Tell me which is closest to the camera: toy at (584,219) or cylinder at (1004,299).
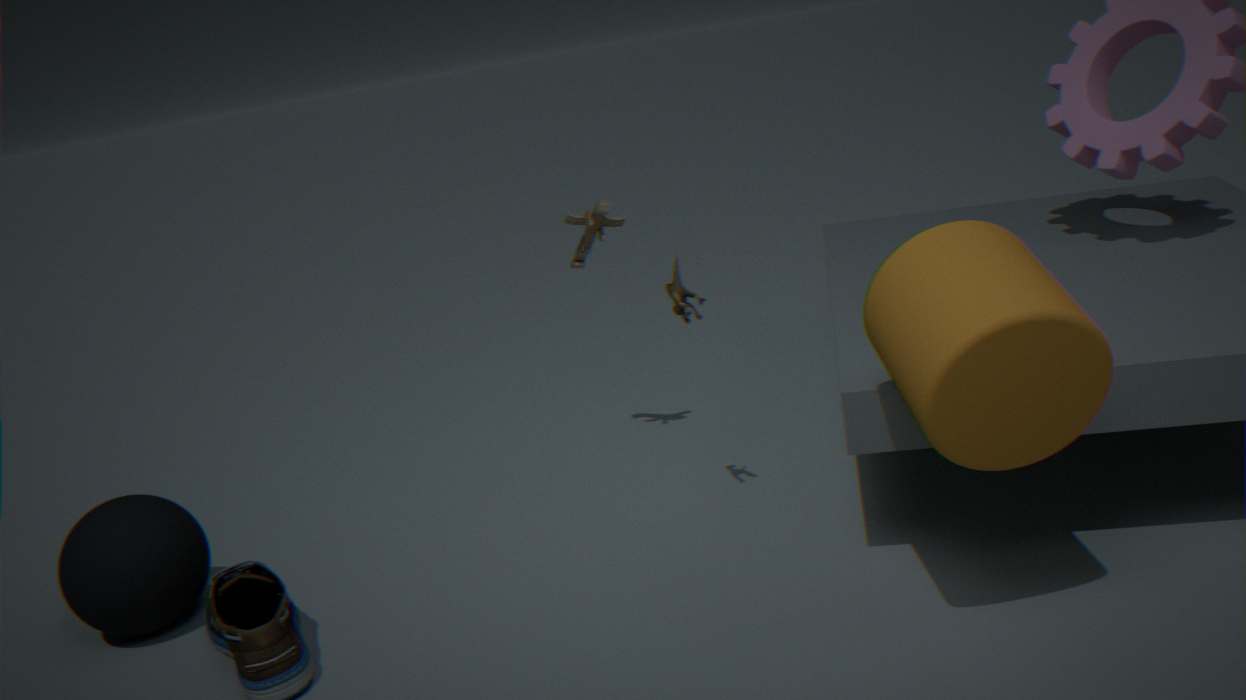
cylinder at (1004,299)
